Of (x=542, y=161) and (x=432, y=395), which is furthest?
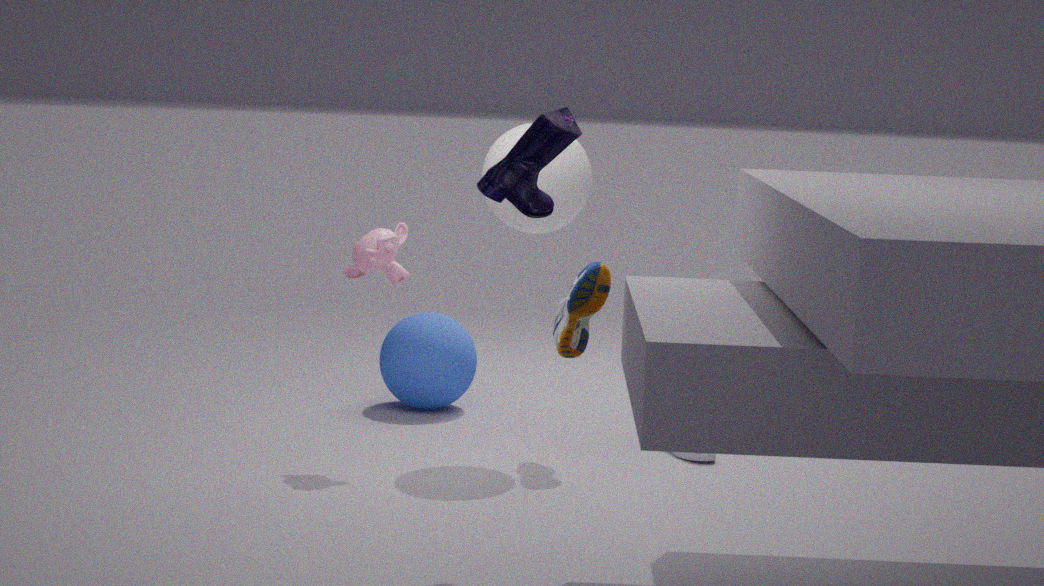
(x=432, y=395)
